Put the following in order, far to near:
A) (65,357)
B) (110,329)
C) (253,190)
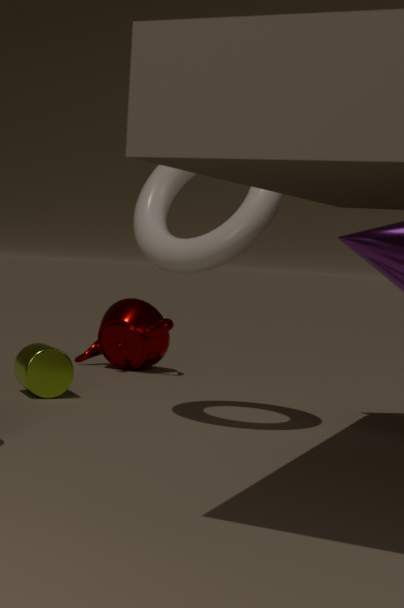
(110,329) < (65,357) < (253,190)
